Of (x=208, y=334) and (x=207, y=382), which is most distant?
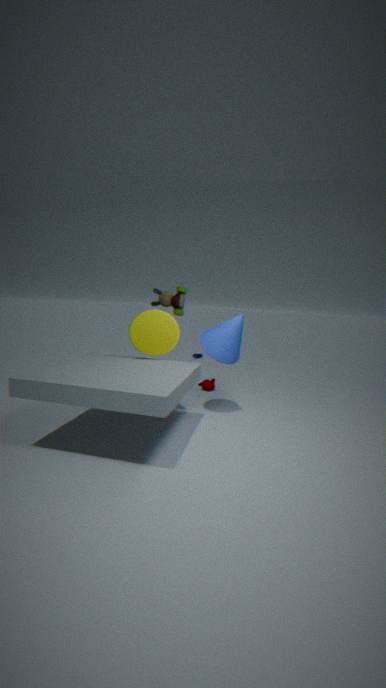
(x=207, y=382)
